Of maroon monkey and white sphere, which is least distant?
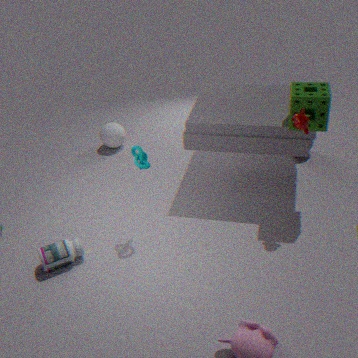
maroon monkey
